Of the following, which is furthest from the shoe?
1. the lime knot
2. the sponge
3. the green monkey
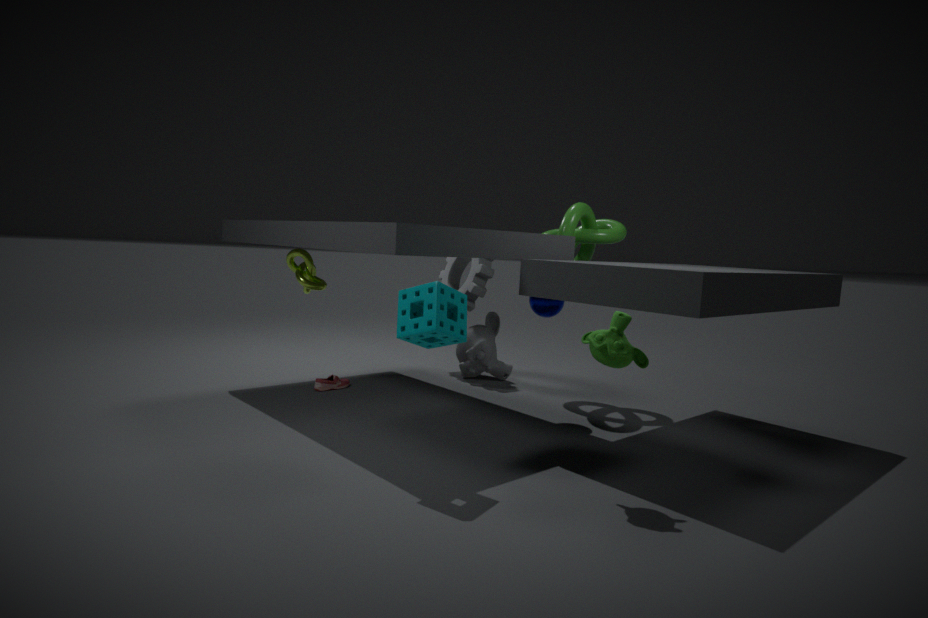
the green monkey
